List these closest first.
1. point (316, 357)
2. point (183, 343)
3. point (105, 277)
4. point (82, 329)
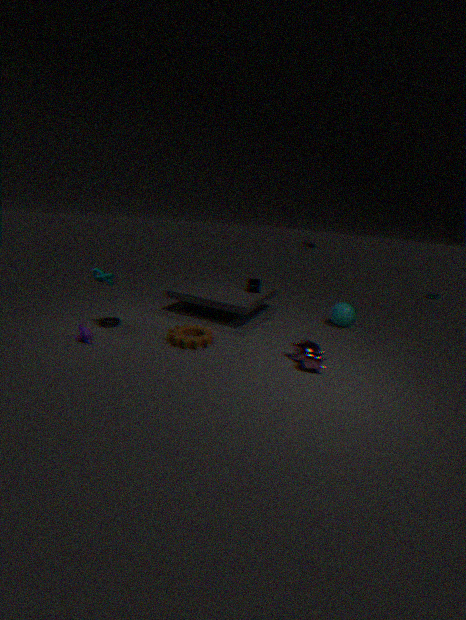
point (316, 357)
point (82, 329)
point (183, 343)
point (105, 277)
